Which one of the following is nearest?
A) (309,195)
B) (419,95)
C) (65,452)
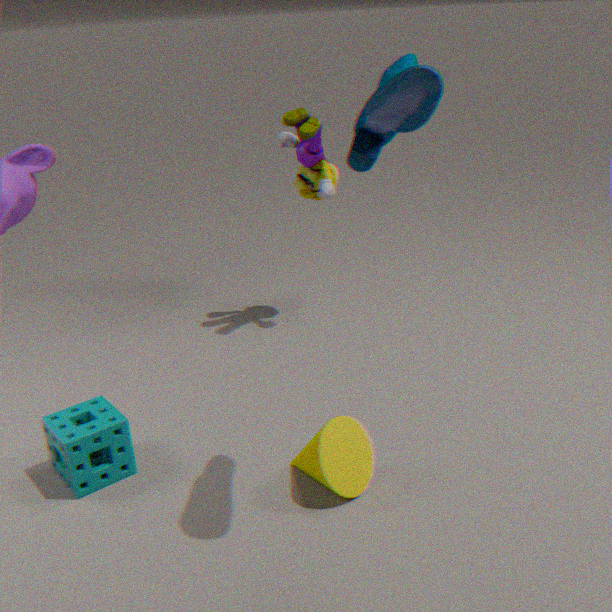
B. (419,95)
